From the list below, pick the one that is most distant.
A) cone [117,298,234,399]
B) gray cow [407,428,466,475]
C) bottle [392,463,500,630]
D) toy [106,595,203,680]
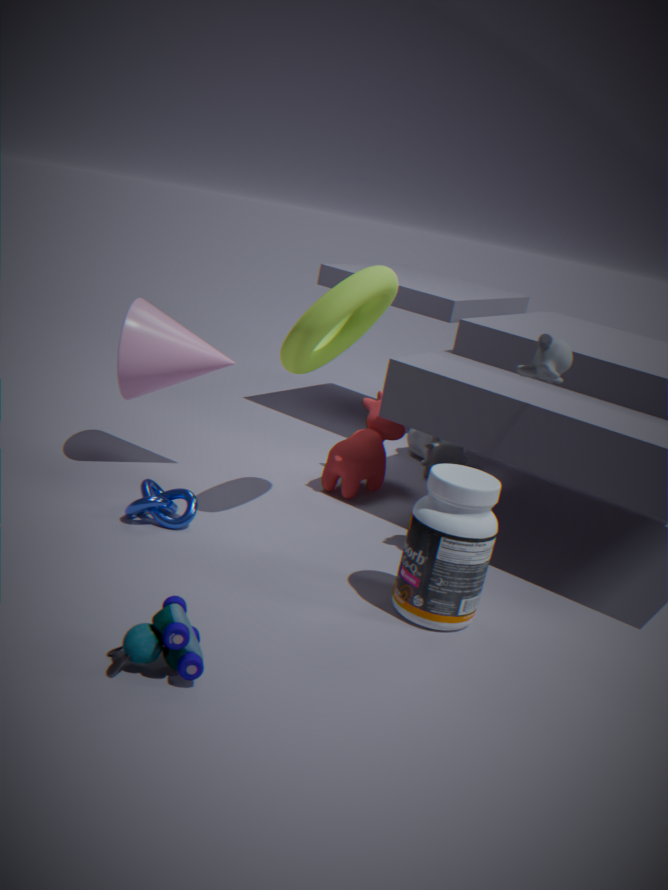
gray cow [407,428,466,475]
